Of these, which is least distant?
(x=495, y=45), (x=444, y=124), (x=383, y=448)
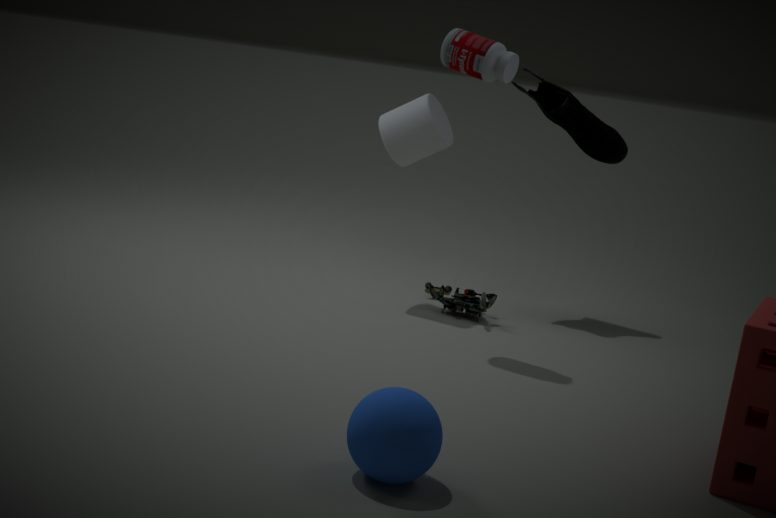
(x=383, y=448)
